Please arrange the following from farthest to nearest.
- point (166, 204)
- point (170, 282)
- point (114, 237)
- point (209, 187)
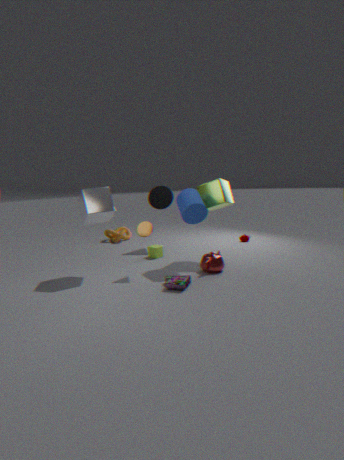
1. point (114, 237)
2. point (166, 204)
3. point (209, 187)
4. point (170, 282)
